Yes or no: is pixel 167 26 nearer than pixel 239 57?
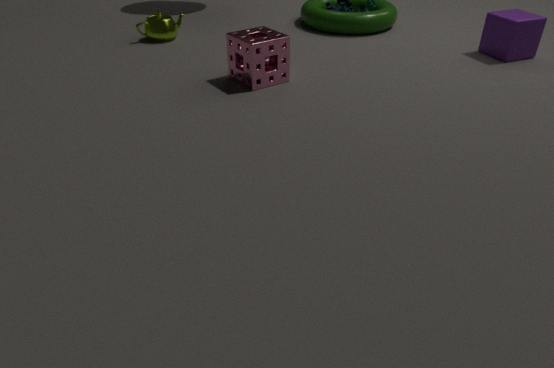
No
